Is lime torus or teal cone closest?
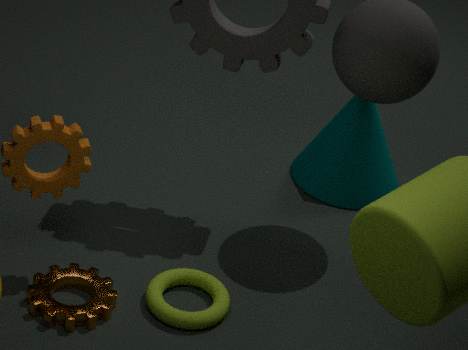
lime torus
